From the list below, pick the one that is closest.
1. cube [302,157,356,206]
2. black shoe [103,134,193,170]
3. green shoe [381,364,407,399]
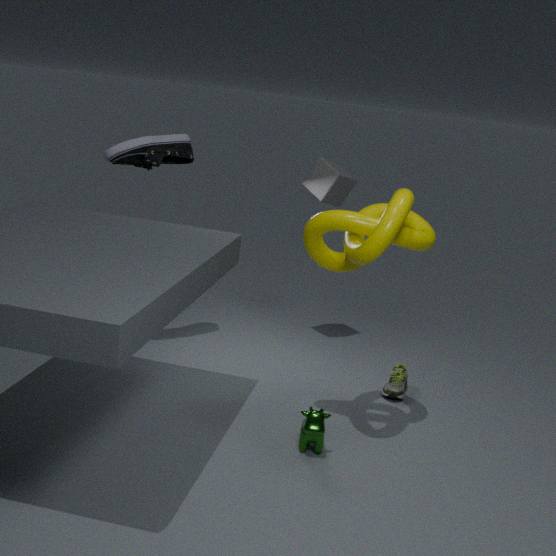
black shoe [103,134,193,170]
